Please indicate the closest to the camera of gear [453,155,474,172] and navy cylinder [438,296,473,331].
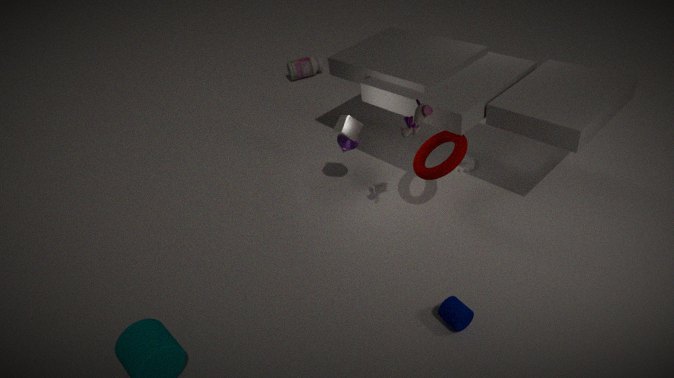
navy cylinder [438,296,473,331]
